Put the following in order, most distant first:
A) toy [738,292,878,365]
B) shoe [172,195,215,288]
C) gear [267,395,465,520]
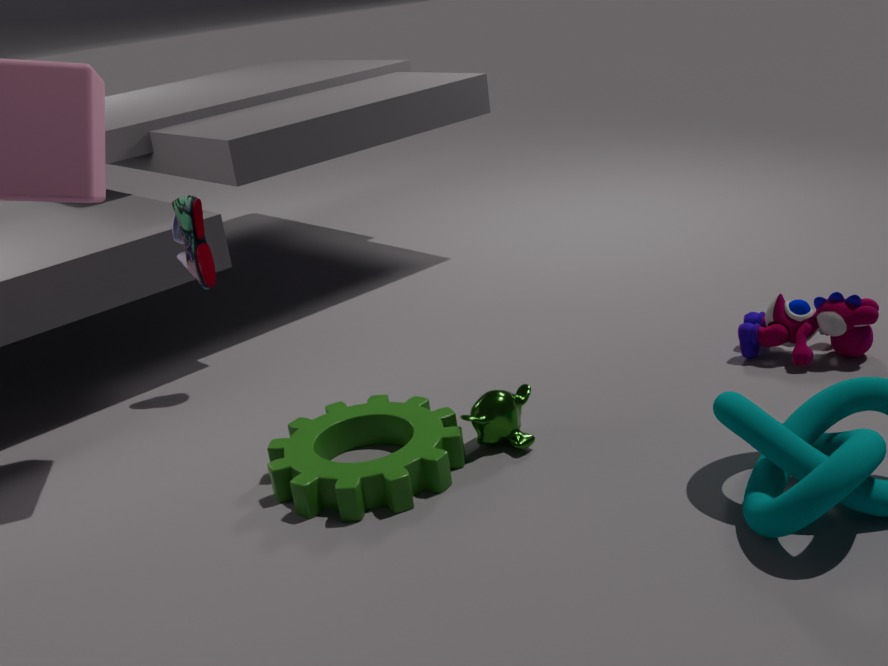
shoe [172,195,215,288] → toy [738,292,878,365] → gear [267,395,465,520]
